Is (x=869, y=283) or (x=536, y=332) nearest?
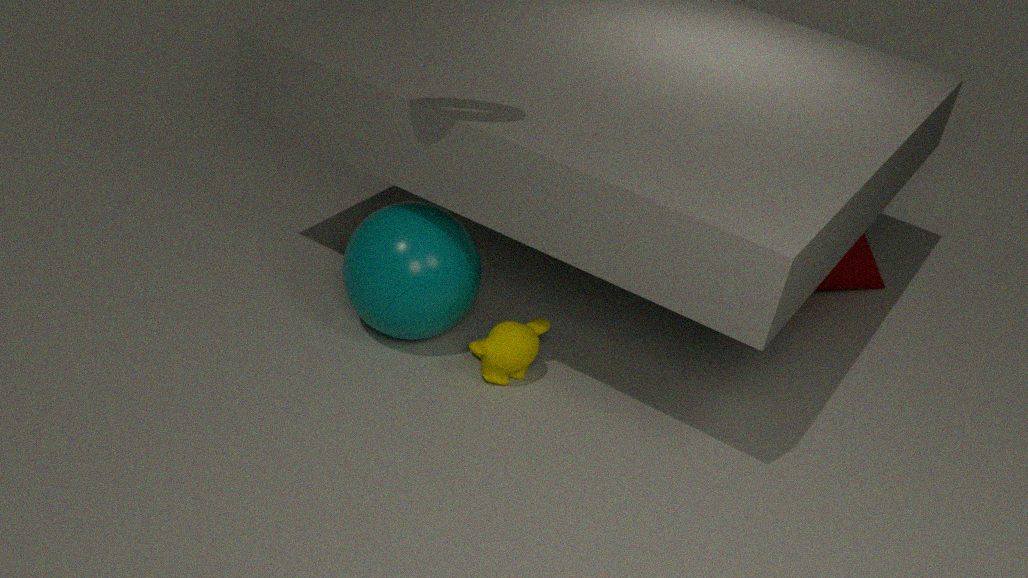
(x=536, y=332)
